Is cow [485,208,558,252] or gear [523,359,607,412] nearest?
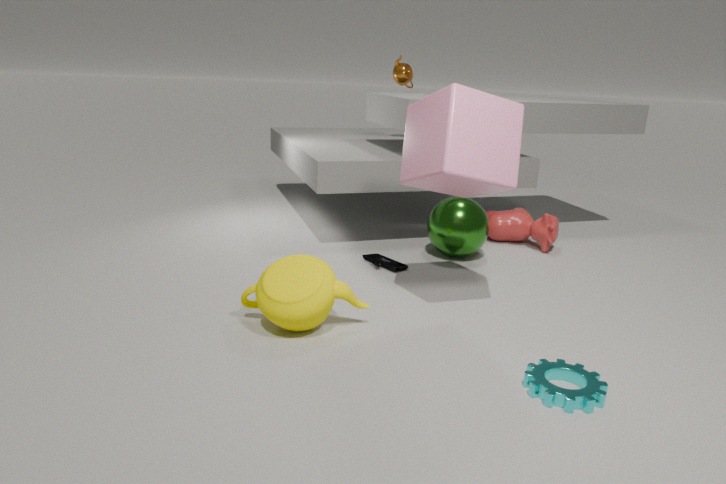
gear [523,359,607,412]
